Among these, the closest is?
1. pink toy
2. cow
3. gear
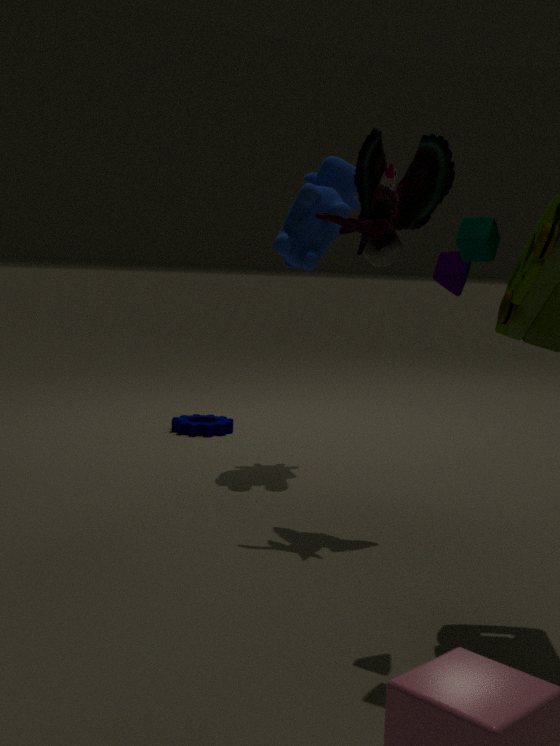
pink toy
